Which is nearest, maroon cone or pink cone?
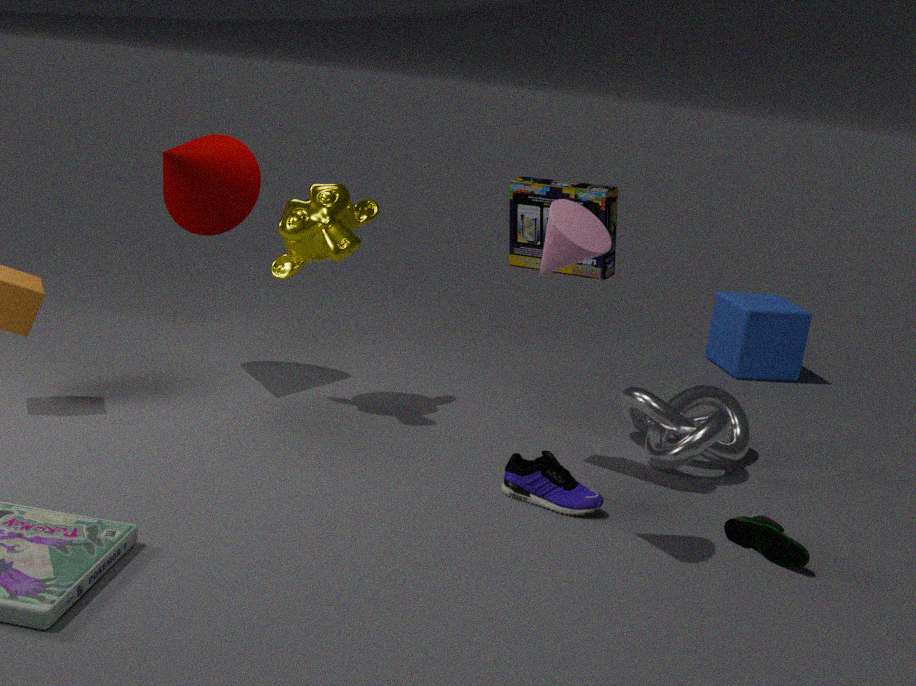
pink cone
